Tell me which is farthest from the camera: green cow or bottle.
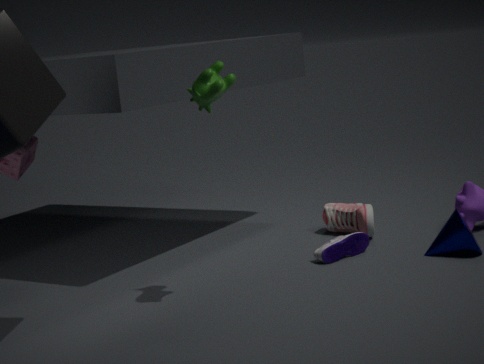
bottle
